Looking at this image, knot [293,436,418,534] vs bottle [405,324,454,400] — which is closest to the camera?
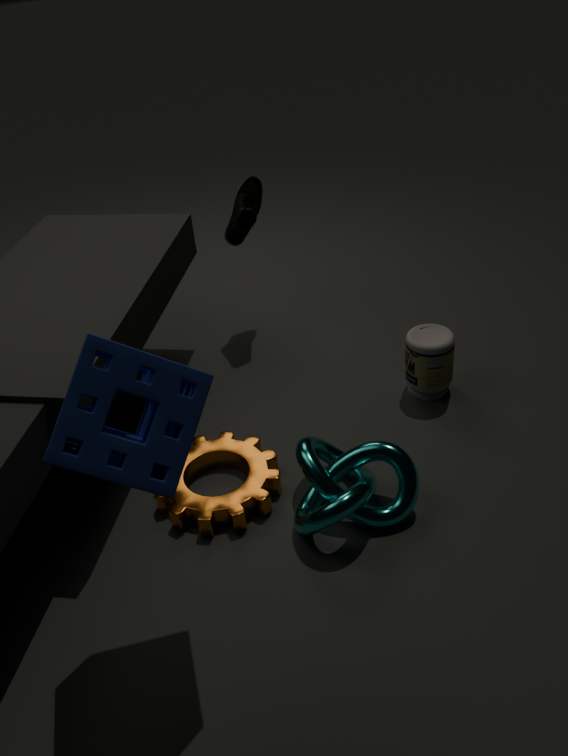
knot [293,436,418,534]
